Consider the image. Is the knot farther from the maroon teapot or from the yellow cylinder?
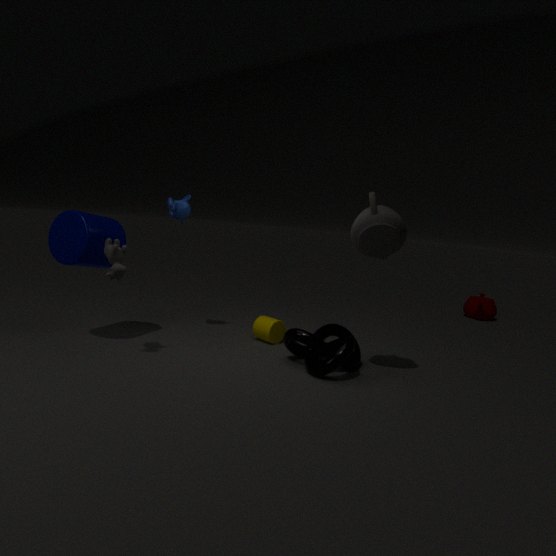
the maroon teapot
